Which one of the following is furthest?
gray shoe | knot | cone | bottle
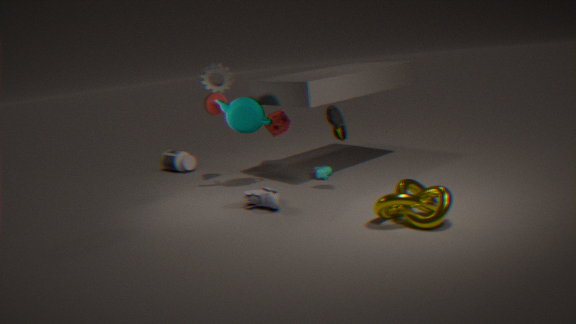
bottle
